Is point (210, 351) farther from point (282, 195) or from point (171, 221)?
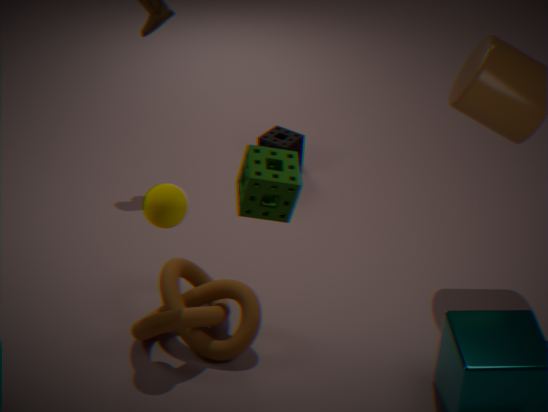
point (282, 195)
